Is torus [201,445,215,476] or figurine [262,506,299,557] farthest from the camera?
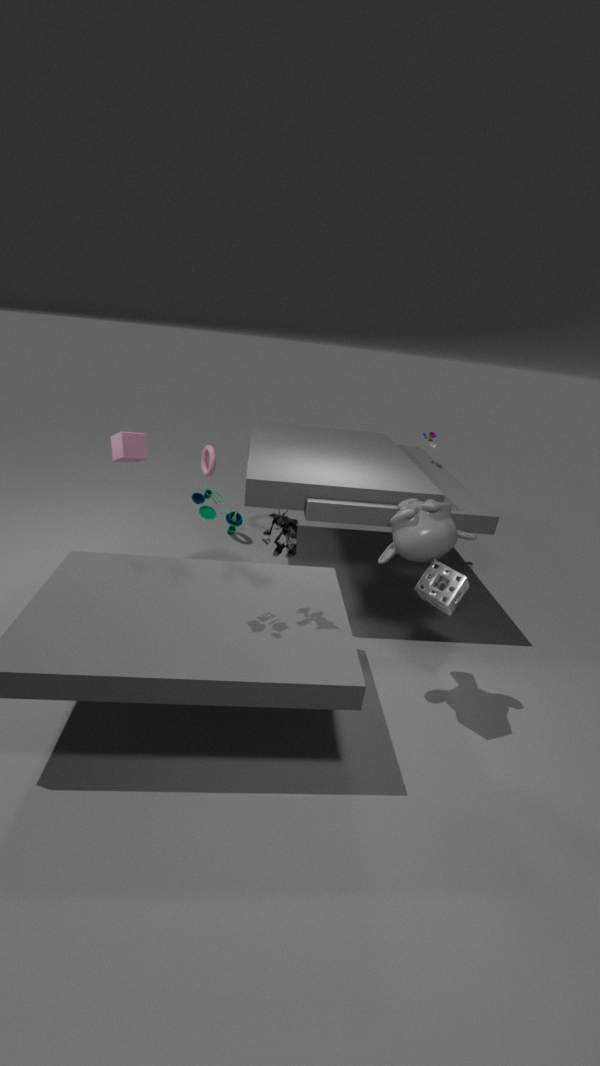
torus [201,445,215,476]
